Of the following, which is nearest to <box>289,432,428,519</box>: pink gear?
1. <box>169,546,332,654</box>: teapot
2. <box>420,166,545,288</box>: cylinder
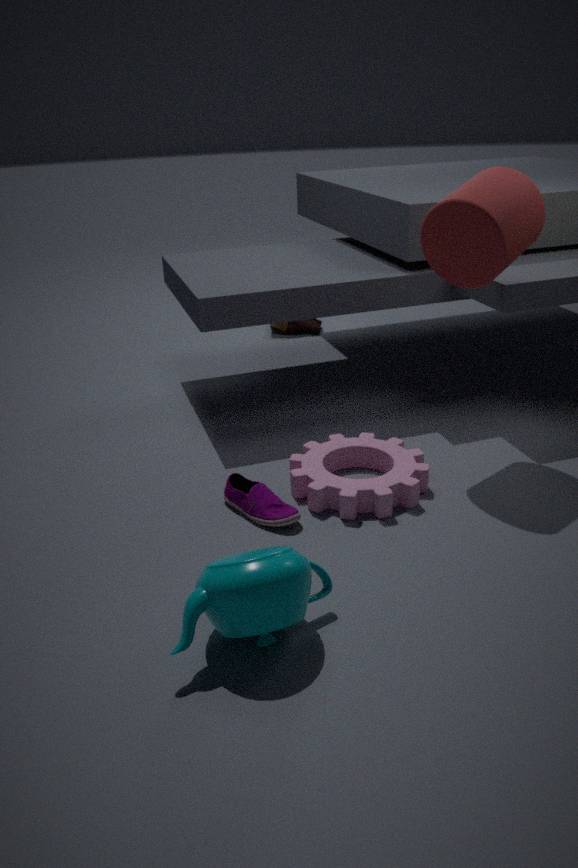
<box>169,546,332,654</box>: teapot
